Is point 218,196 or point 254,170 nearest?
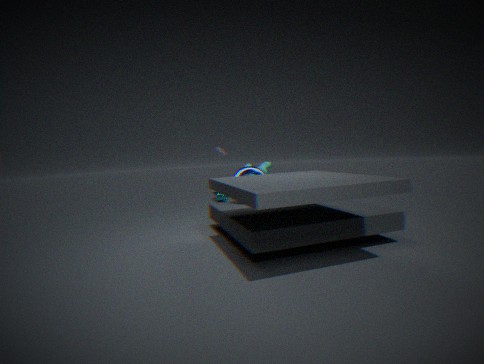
point 254,170
